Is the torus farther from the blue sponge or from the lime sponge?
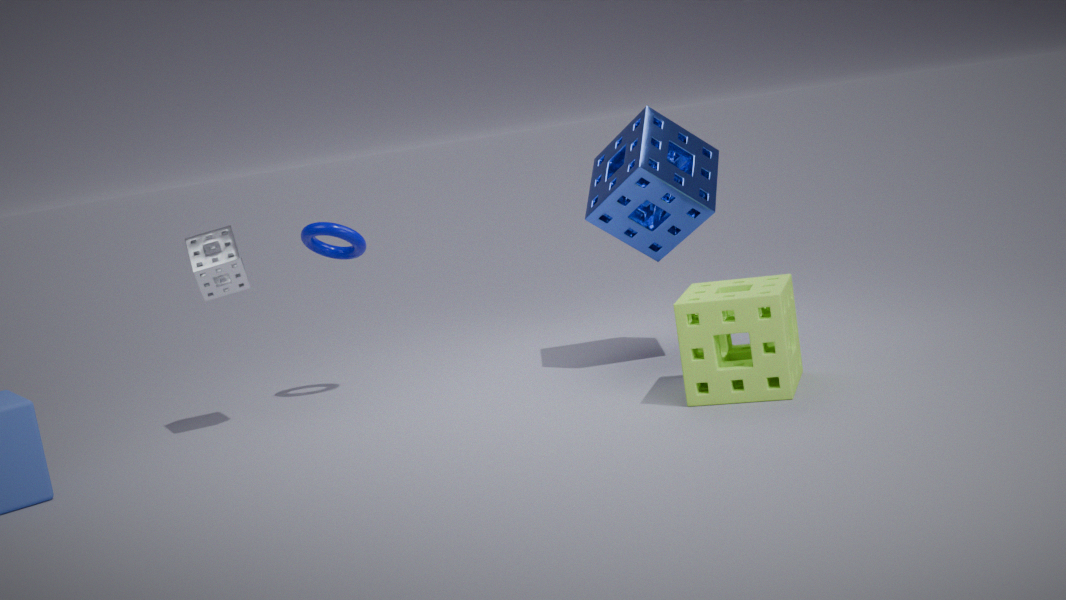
the lime sponge
